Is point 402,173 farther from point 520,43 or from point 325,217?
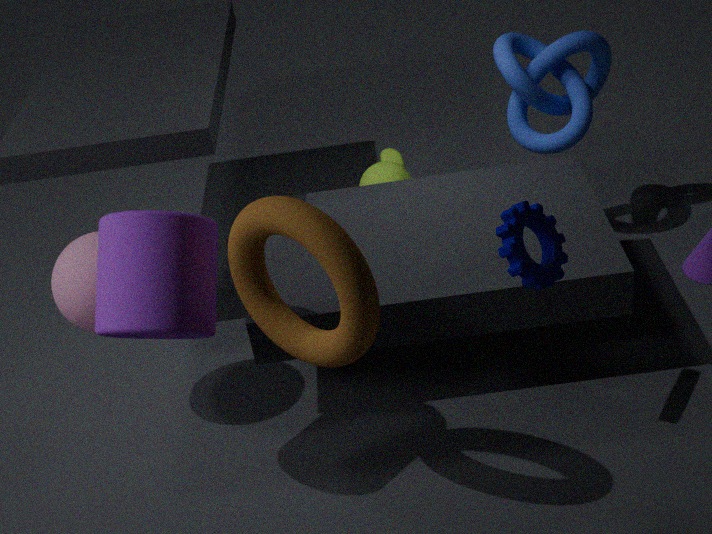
point 325,217
